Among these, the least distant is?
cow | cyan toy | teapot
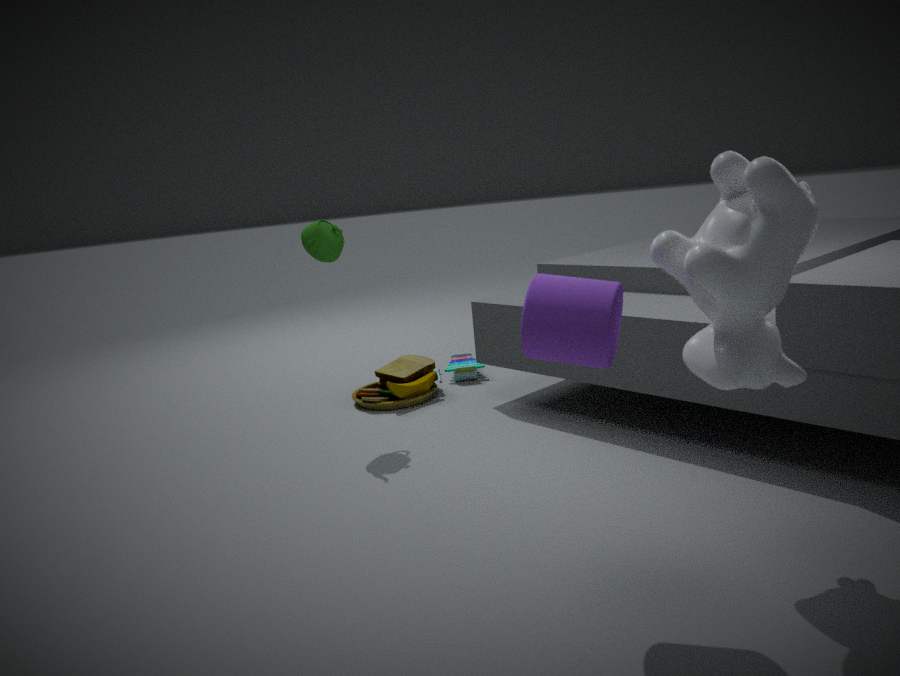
cow
